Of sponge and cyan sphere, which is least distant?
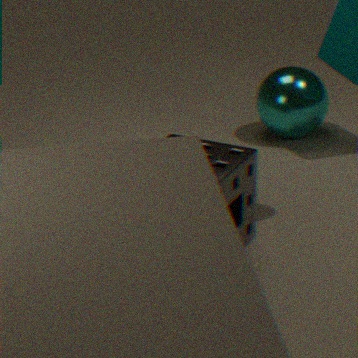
sponge
